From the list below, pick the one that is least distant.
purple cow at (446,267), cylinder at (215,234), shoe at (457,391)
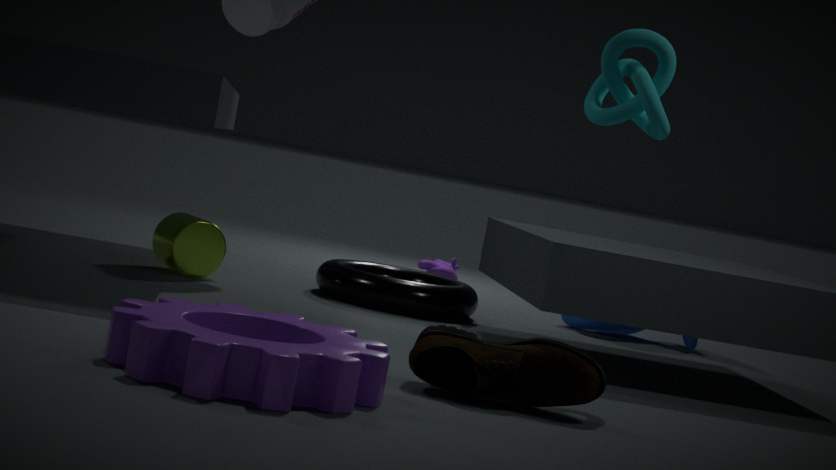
shoe at (457,391)
